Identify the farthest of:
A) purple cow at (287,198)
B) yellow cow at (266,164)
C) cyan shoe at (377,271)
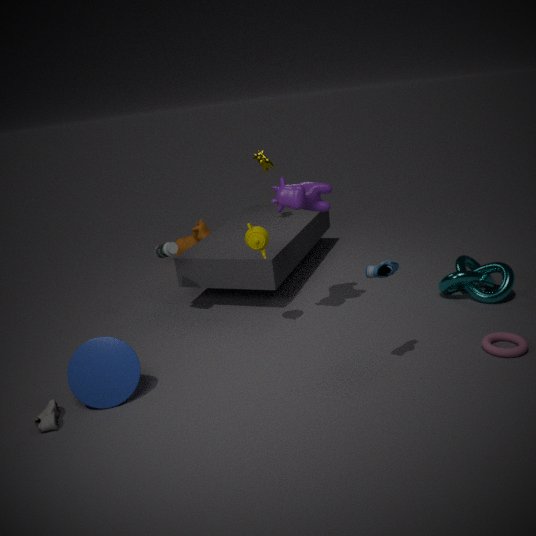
yellow cow at (266,164)
